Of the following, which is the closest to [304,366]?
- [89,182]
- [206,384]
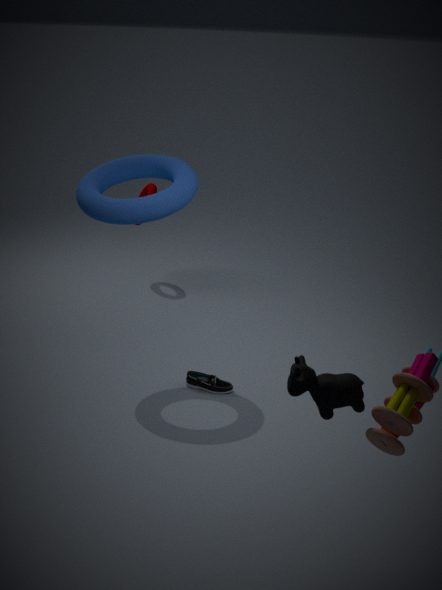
[206,384]
